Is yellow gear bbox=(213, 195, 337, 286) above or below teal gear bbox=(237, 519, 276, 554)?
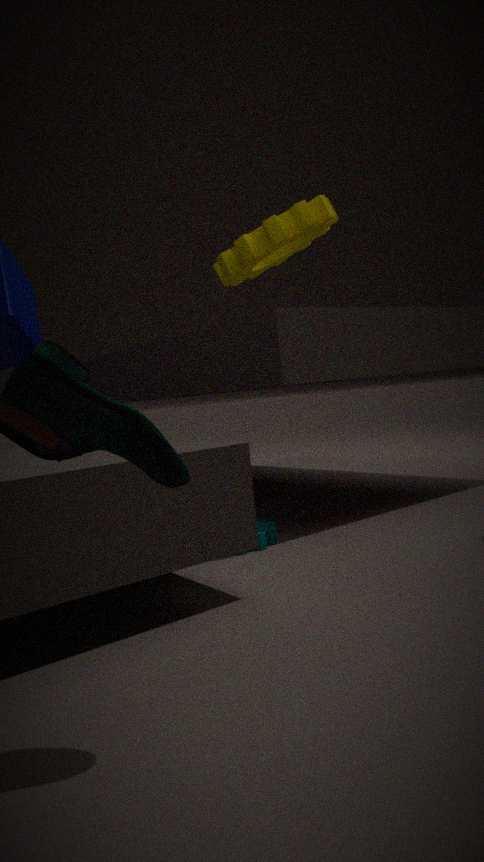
above
